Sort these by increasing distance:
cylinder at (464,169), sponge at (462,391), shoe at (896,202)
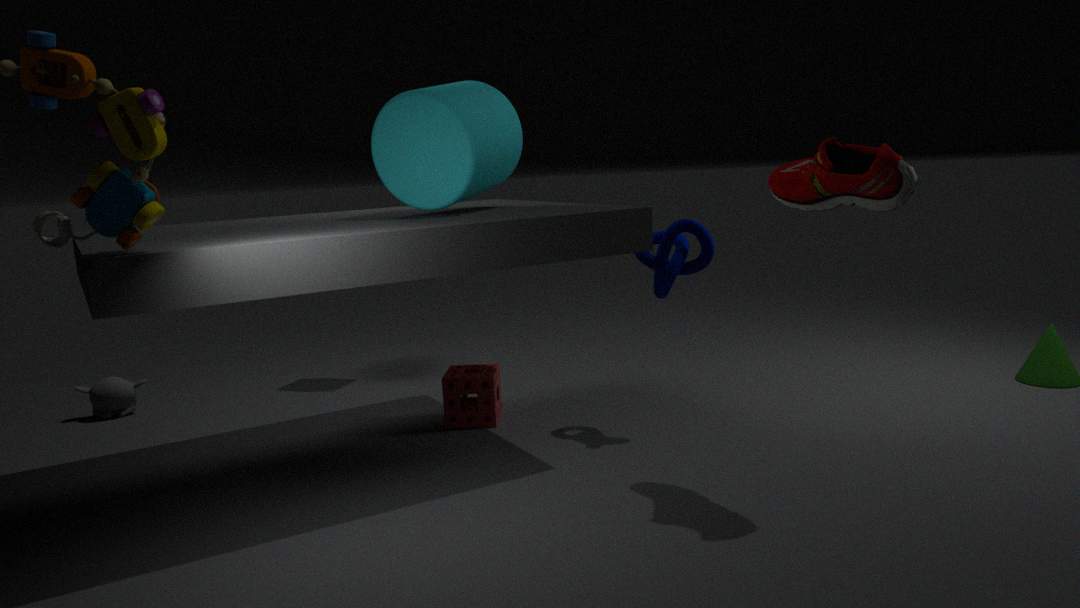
shoe at (896,202), cylinder at (464,169), sponge at (462,391)
